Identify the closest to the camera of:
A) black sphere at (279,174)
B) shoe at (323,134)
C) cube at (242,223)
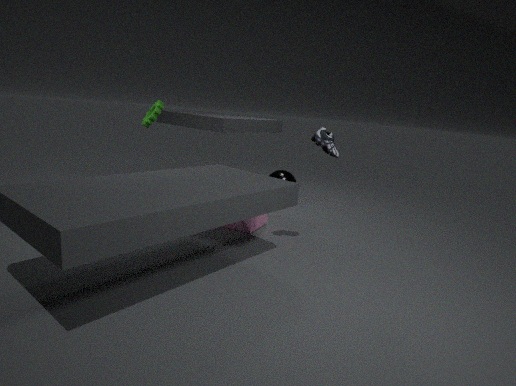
shoe at (323,134)
